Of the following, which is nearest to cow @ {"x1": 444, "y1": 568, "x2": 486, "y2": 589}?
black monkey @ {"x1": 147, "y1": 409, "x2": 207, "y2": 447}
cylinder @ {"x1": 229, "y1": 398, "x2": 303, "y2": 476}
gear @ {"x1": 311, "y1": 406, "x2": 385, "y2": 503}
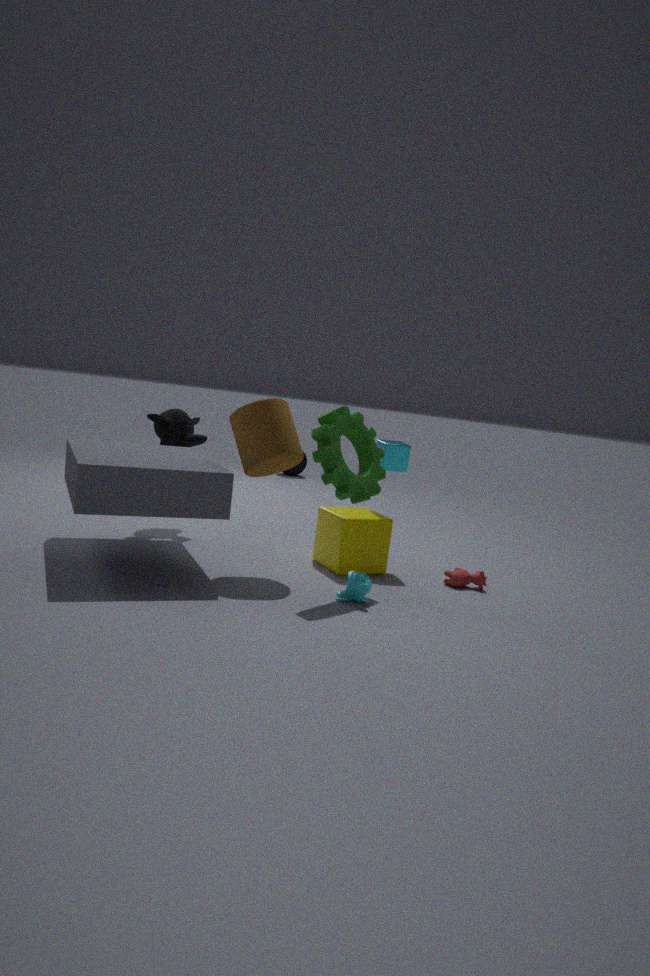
gear @ {"x1": 311, "y1": 406, "x2": 385, "y2": 503}
